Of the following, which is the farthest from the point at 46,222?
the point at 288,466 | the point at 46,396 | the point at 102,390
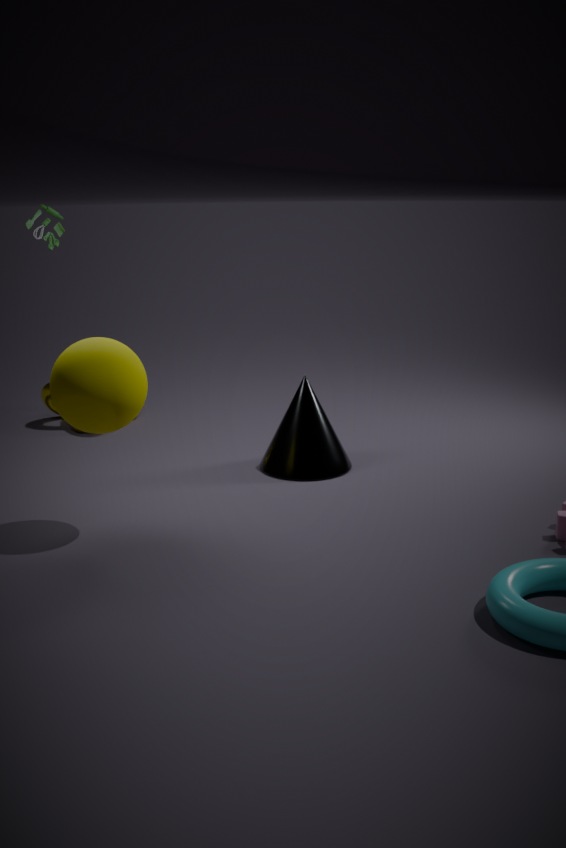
the point at 288,466
